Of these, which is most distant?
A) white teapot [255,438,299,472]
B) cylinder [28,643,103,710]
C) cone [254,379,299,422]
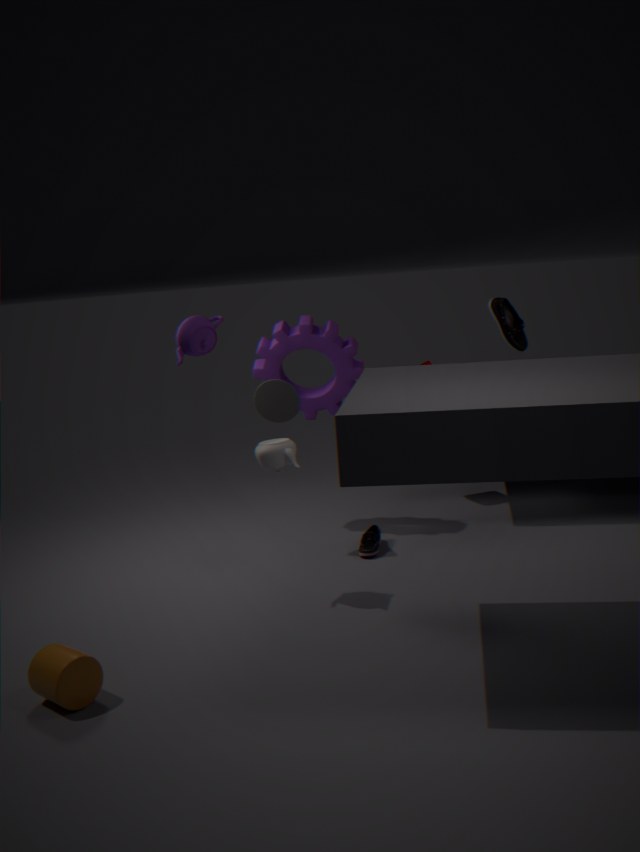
cone [254,379,299,422]
